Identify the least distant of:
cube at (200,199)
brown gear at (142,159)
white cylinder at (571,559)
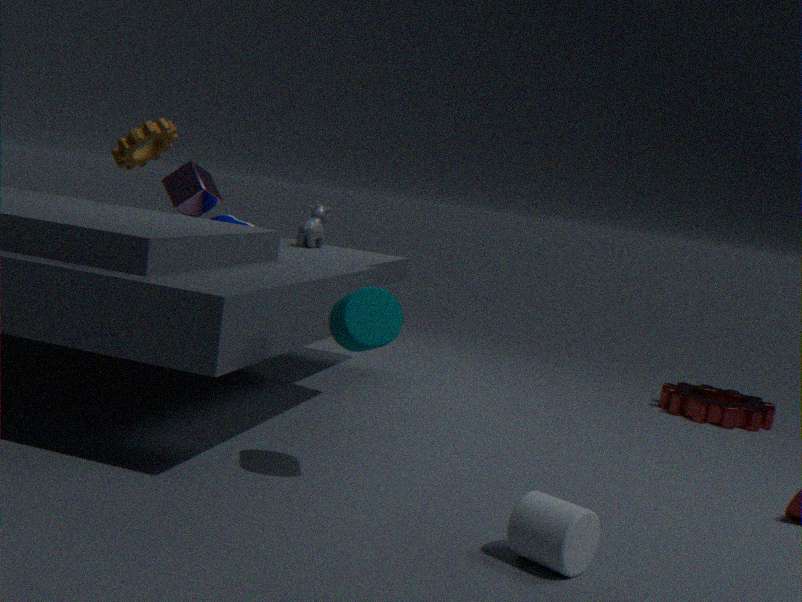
white cylinder at (571,559)
